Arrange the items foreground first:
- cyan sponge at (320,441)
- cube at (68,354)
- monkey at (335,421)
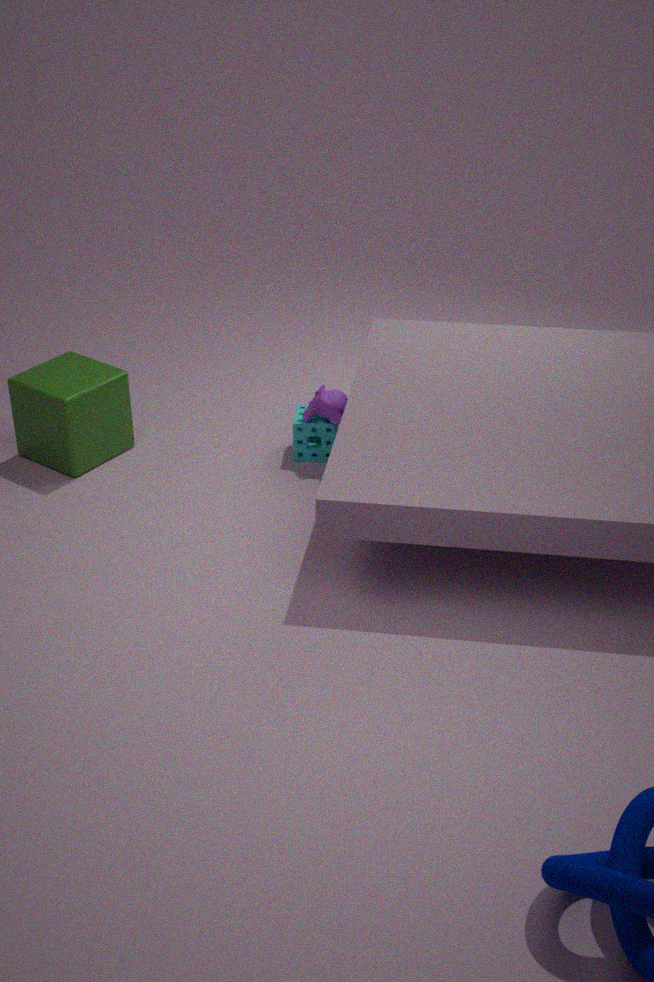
cube at (68,354) < monkey at (335,421) < cyan sponge at (320,441)
